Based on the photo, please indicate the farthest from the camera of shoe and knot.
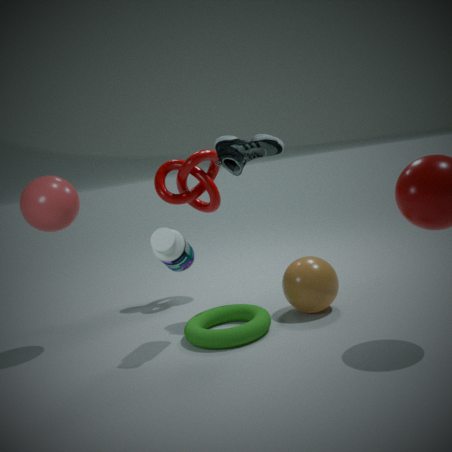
knot
